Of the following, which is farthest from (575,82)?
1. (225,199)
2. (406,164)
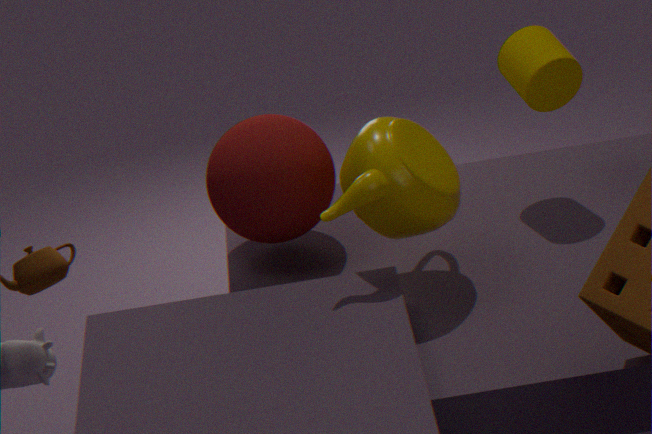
(225,199)
